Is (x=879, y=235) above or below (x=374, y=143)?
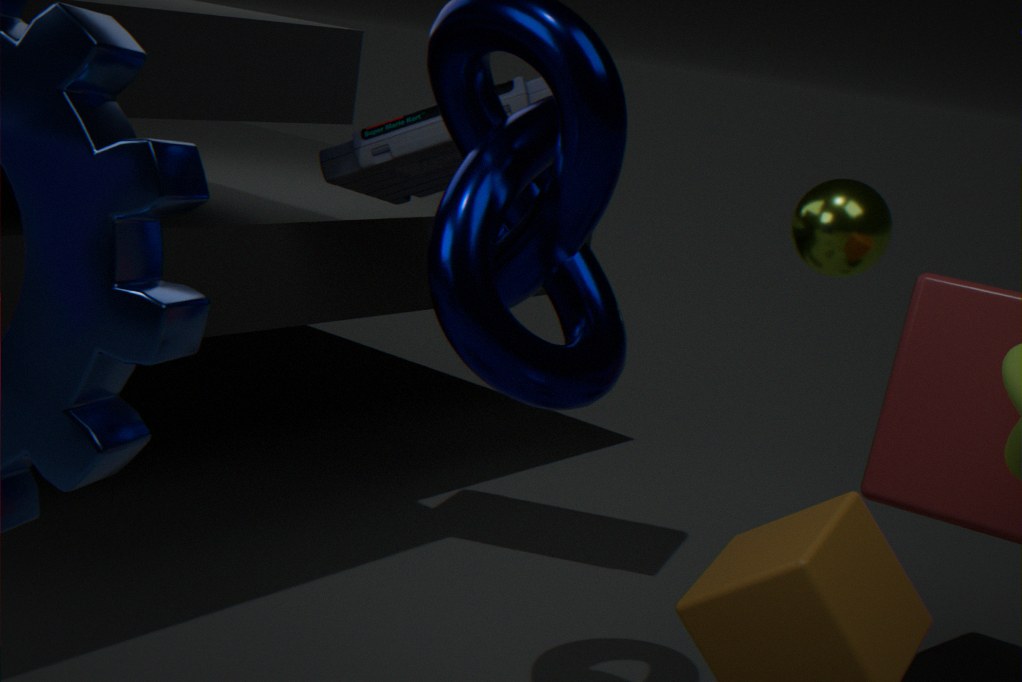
below
